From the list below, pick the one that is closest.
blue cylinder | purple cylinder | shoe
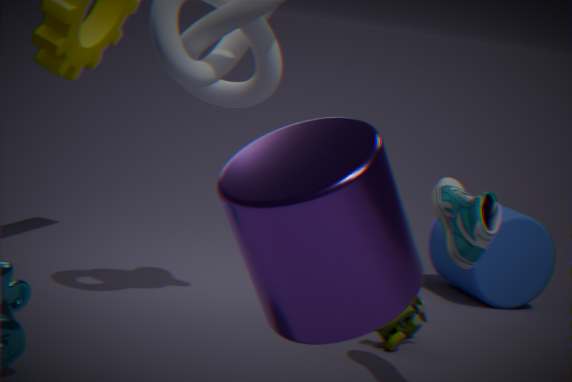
purple cylinder
